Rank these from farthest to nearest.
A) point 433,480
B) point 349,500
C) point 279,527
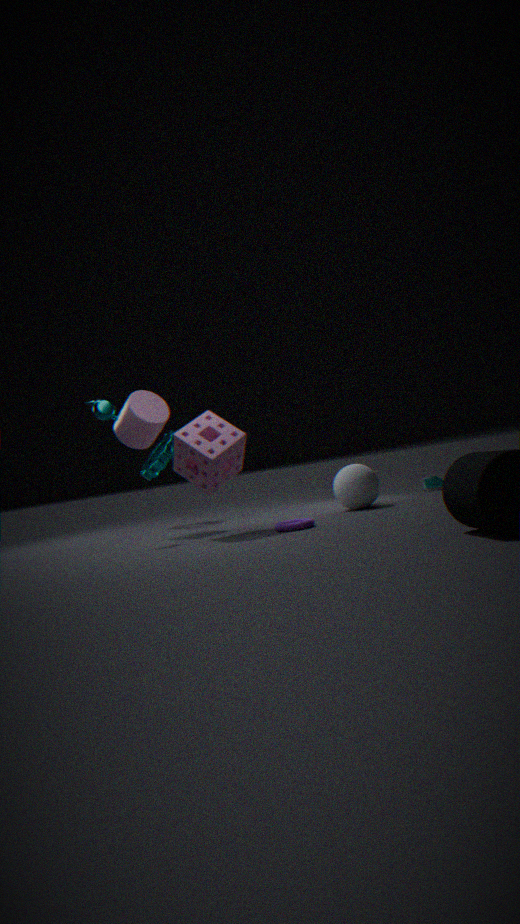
point 433,480, point 349,500, point 279,527
